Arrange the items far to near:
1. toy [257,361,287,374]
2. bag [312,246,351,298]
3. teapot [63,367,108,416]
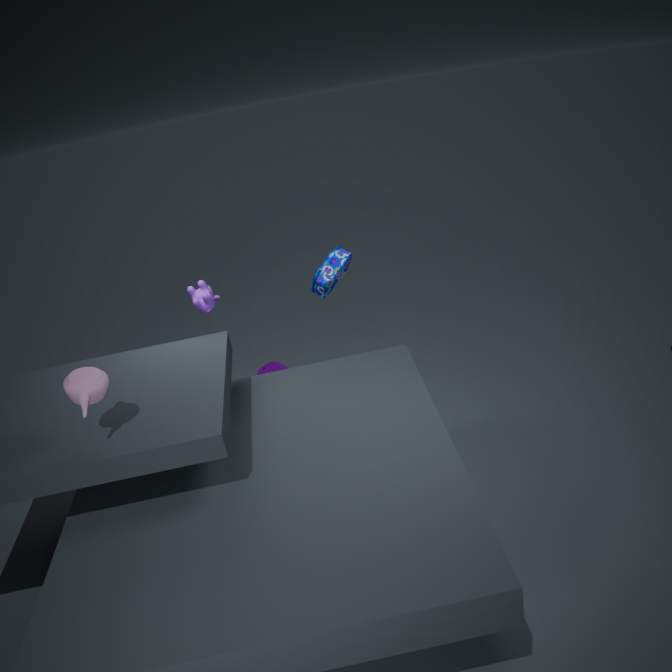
toy [257,361,287,374] → bag [312,246,351,298] → teapot [63,367,108,416]
